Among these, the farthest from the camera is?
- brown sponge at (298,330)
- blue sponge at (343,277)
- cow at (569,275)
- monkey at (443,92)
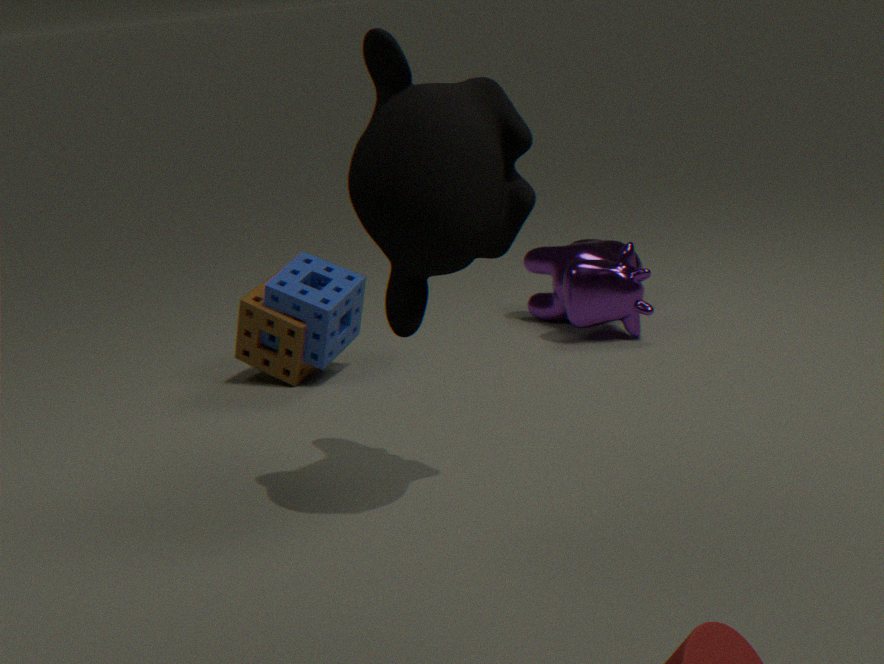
cow at (569,275)
